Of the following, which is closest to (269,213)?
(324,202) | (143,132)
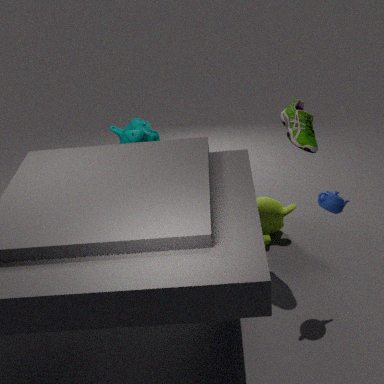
(324,202)
